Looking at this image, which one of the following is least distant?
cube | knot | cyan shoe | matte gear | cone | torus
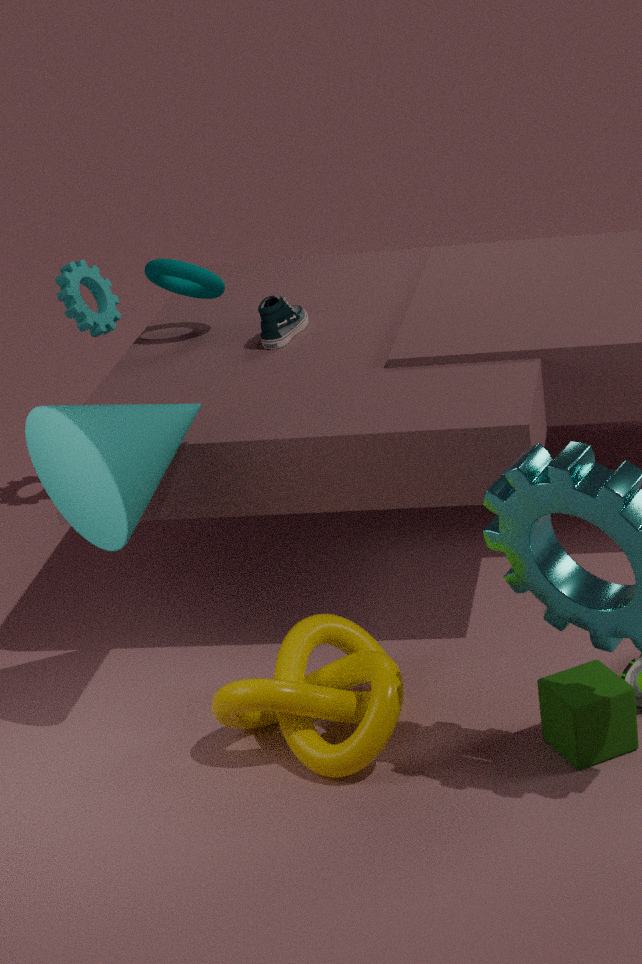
cube
